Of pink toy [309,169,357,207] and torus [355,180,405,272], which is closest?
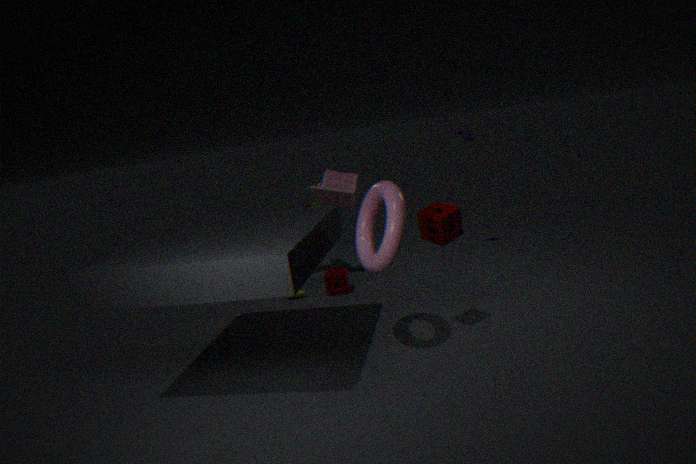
torus [355,180,405,272]
